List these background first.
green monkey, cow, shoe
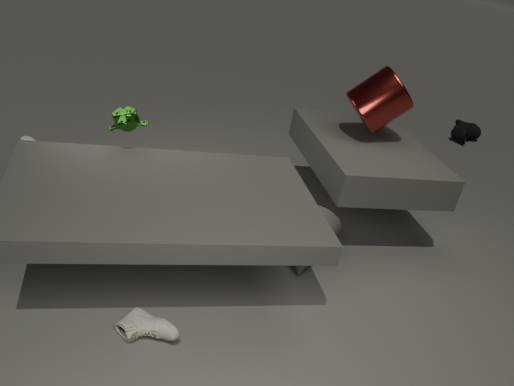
1. cow
2. green monkey
3. shoe
